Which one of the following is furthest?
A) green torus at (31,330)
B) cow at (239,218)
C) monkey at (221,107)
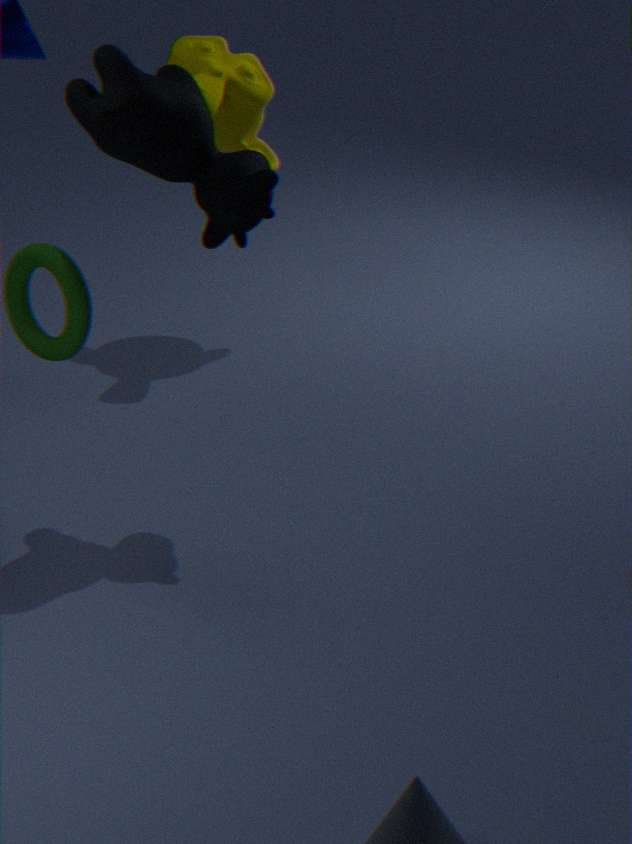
monkey at (221,107)
